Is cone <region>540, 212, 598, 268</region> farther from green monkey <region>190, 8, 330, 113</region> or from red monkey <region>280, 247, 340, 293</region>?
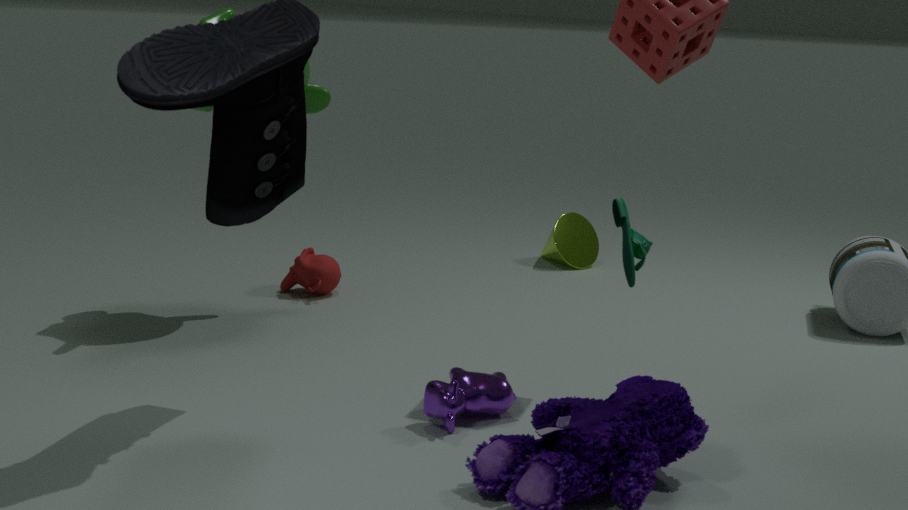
green monkey <region>190, 8, 330, 113</region>
